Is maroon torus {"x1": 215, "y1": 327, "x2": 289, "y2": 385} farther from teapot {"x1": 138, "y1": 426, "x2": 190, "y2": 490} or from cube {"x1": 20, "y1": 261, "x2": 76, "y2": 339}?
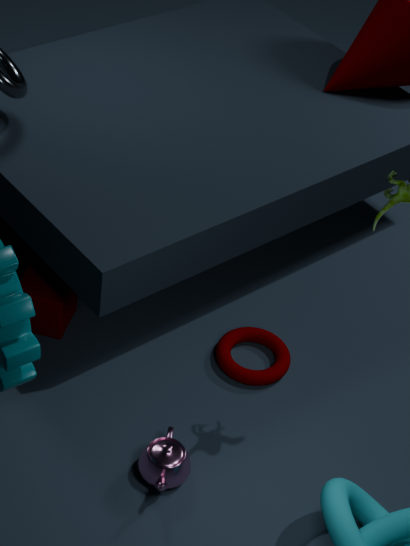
cube {"x1": 20, "y1": 261, "x2": 76, "y2": 339}
